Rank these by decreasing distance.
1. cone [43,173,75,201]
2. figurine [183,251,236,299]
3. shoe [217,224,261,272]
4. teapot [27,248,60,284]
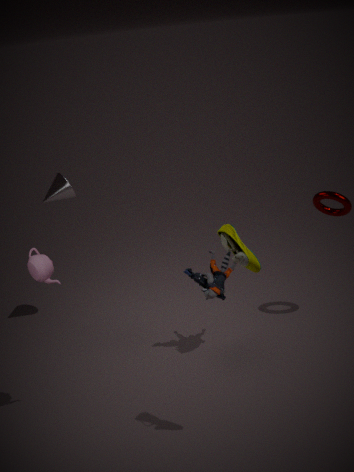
1. cone [43,173,75,201]
2. figurine [183,251,236,299]
3. teapot [27,248,60,284]
4. shoe [217,224,261,272]
